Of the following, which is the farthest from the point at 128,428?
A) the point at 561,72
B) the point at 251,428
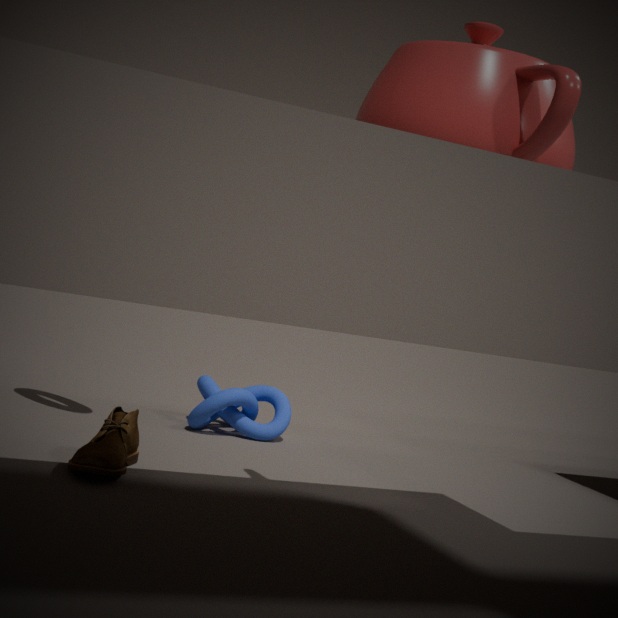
the point at 561,72
